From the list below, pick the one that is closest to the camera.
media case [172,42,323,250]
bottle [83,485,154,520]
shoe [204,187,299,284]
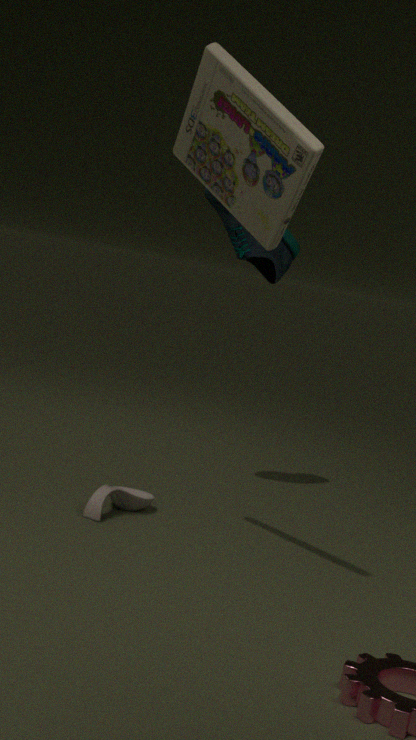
media case [172,42,323,250]
